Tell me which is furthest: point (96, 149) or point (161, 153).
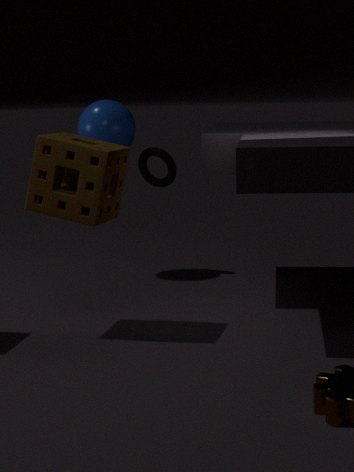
point (161, 153)
